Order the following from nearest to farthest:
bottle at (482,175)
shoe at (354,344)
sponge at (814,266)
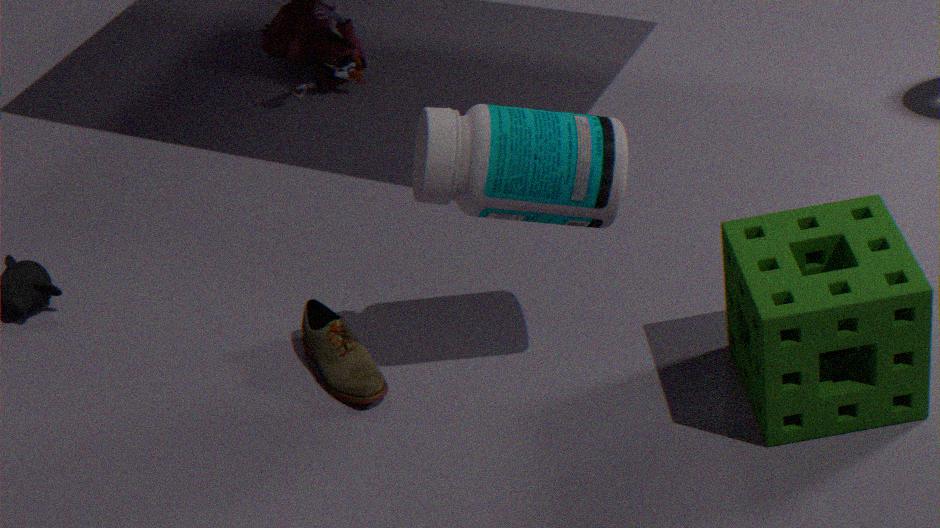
sponge at (814,266)
bottle at (482,175)
shoe at (354,344)
